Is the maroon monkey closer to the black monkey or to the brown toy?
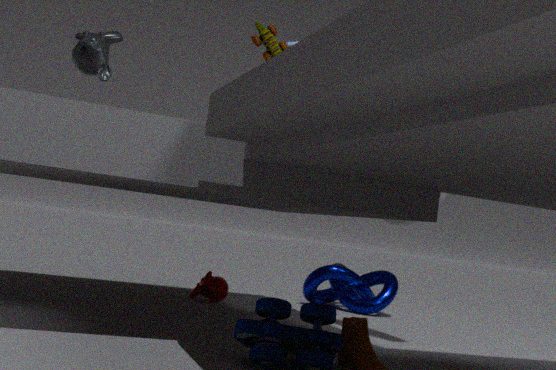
the black monkey
